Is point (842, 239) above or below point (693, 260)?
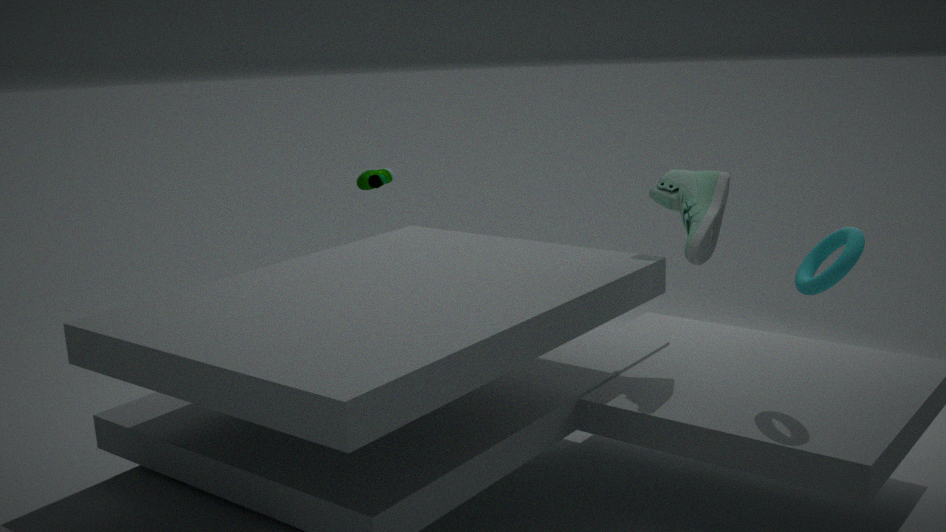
below
